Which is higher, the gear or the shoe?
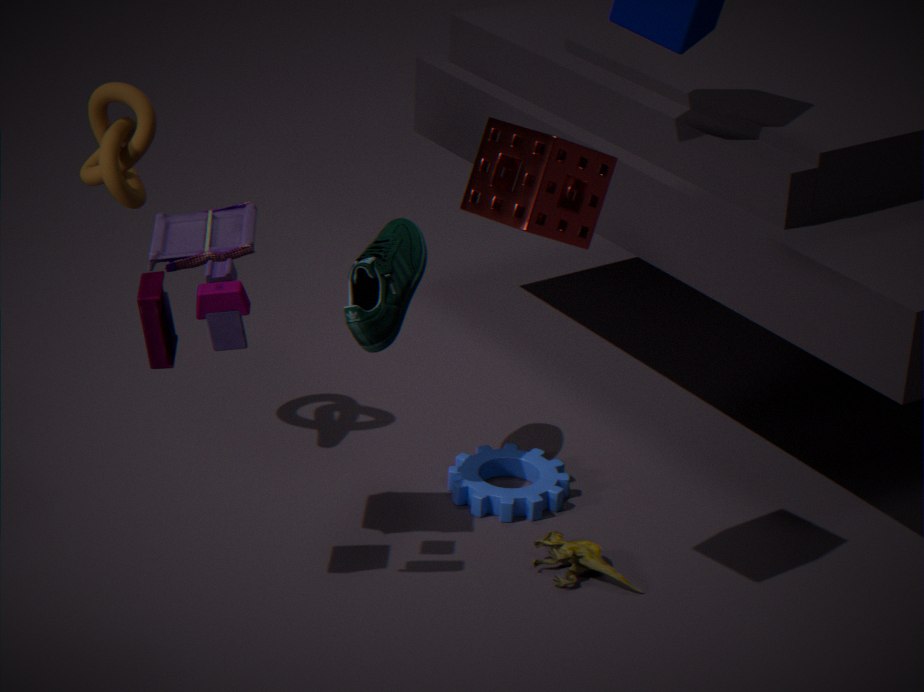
the shoe
